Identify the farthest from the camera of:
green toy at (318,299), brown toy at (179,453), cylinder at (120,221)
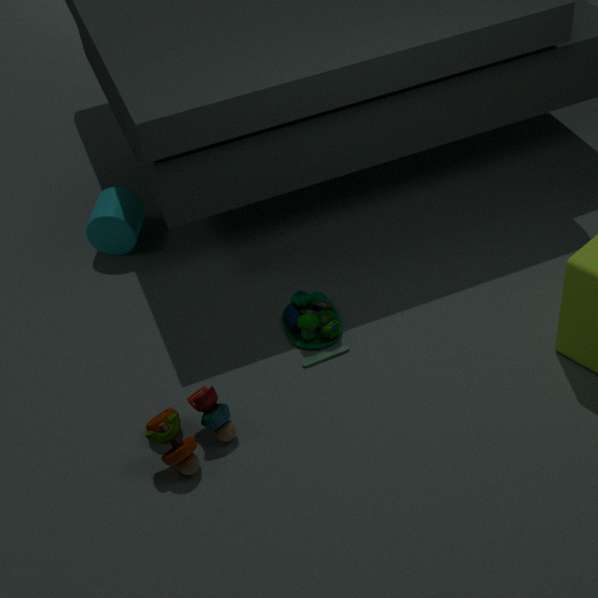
cylinder at (120,221)
